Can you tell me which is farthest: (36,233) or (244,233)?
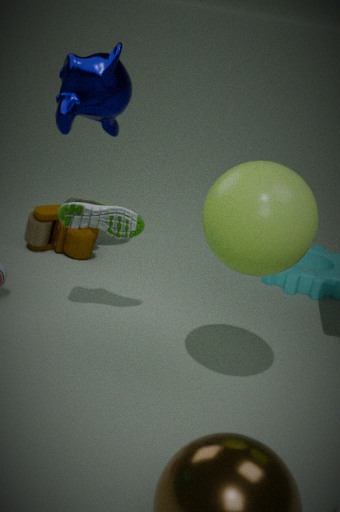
(36,233)
